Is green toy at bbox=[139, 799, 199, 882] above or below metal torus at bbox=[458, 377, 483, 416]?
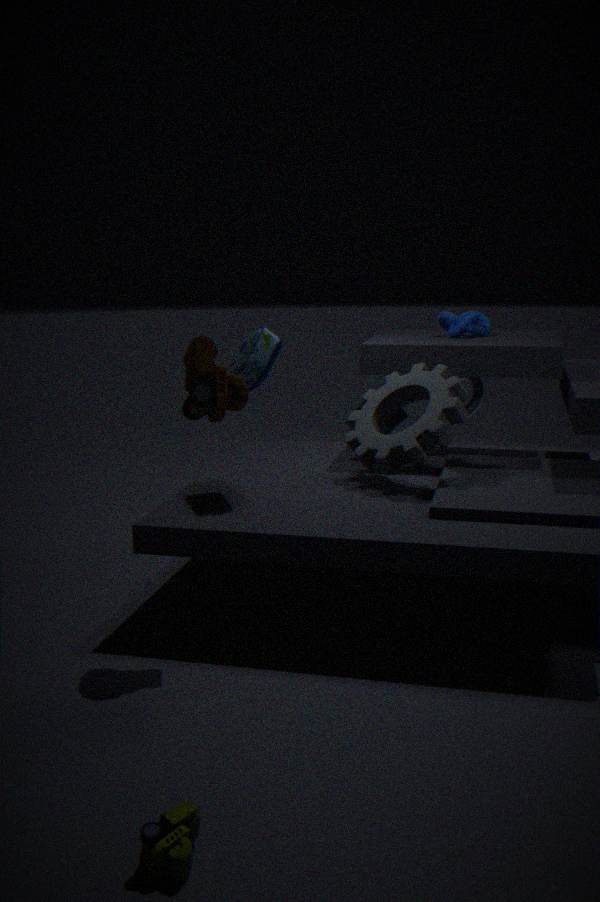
below
